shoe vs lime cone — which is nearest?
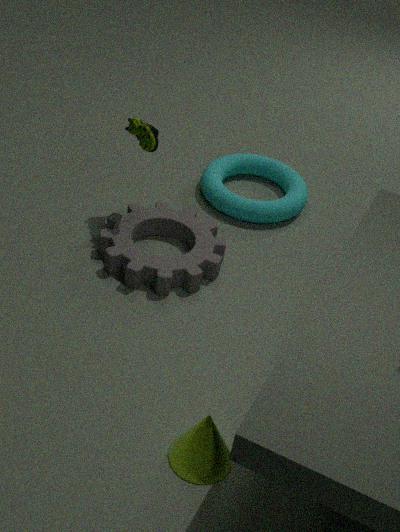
lime cone
